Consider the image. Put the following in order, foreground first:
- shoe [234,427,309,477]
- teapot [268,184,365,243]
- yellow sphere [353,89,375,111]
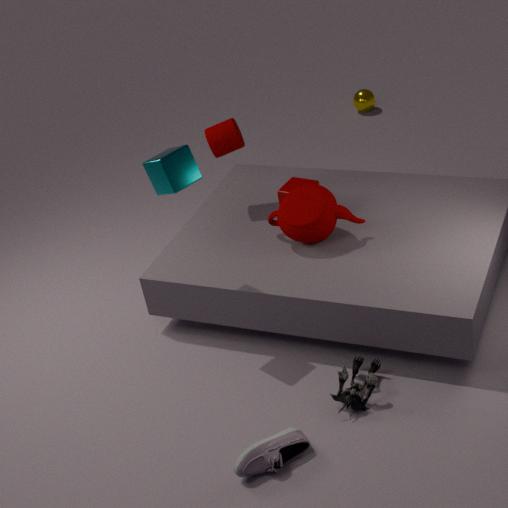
shoe [234,427,309,477], teapot [268,184,365,243], yellow sphere [353,89,375,111]
